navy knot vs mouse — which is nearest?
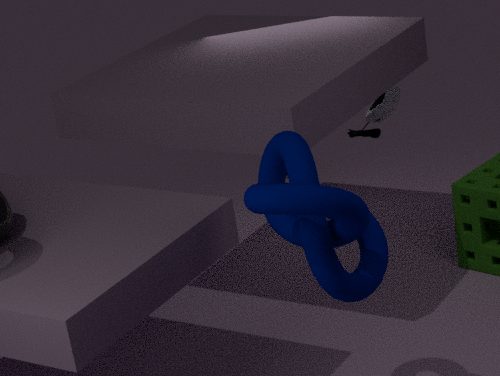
navy knot
